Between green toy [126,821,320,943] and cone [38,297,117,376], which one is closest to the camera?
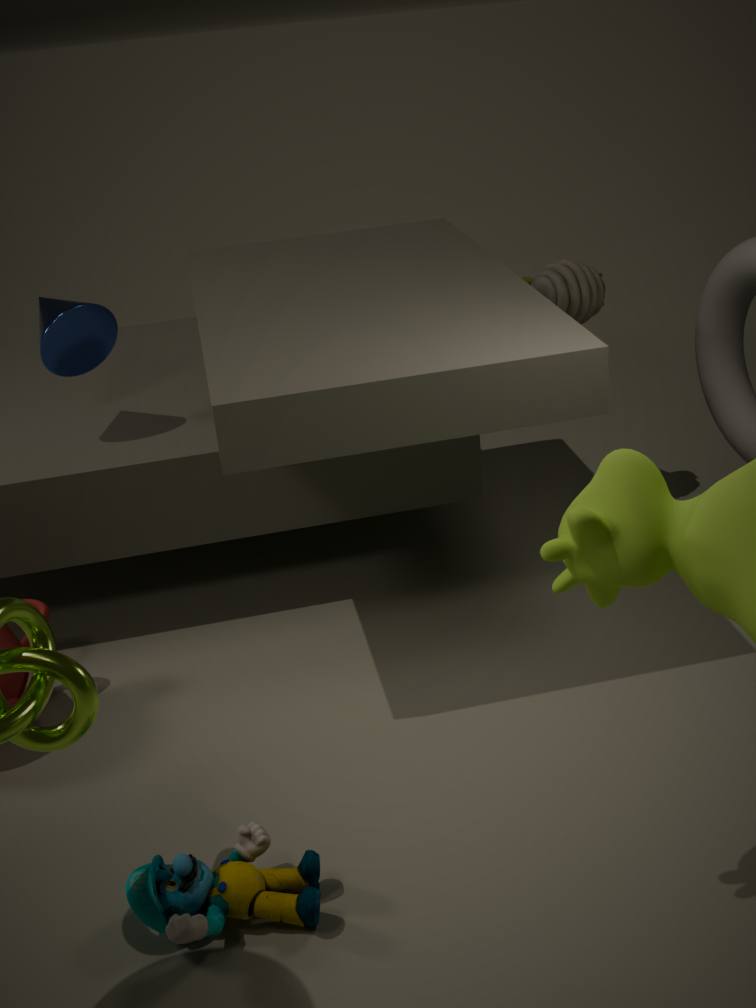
green toy [126,821,320,943]
